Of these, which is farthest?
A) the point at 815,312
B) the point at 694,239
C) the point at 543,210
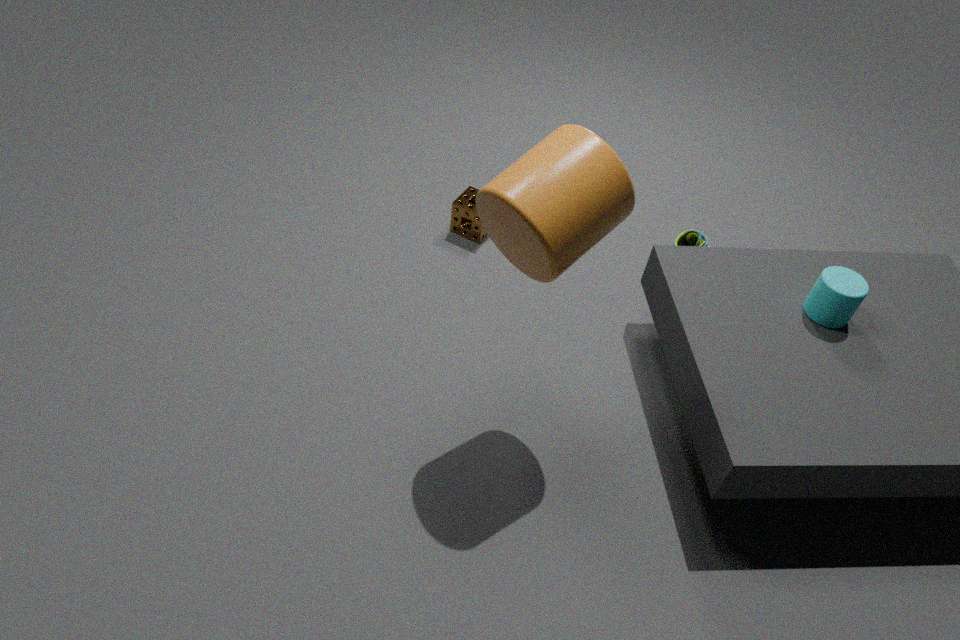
the point at 694,239
